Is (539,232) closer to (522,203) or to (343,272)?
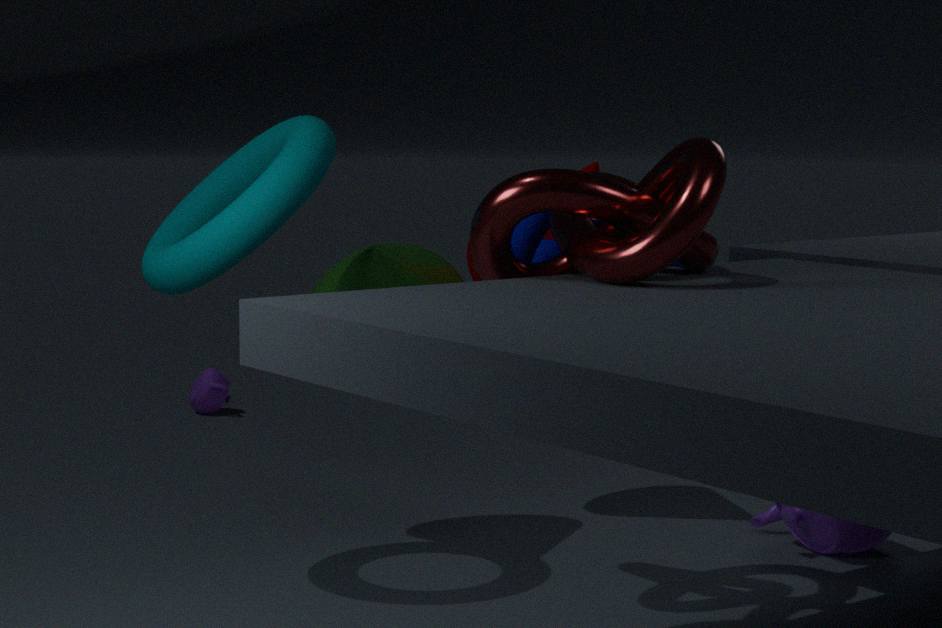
(522,203)
